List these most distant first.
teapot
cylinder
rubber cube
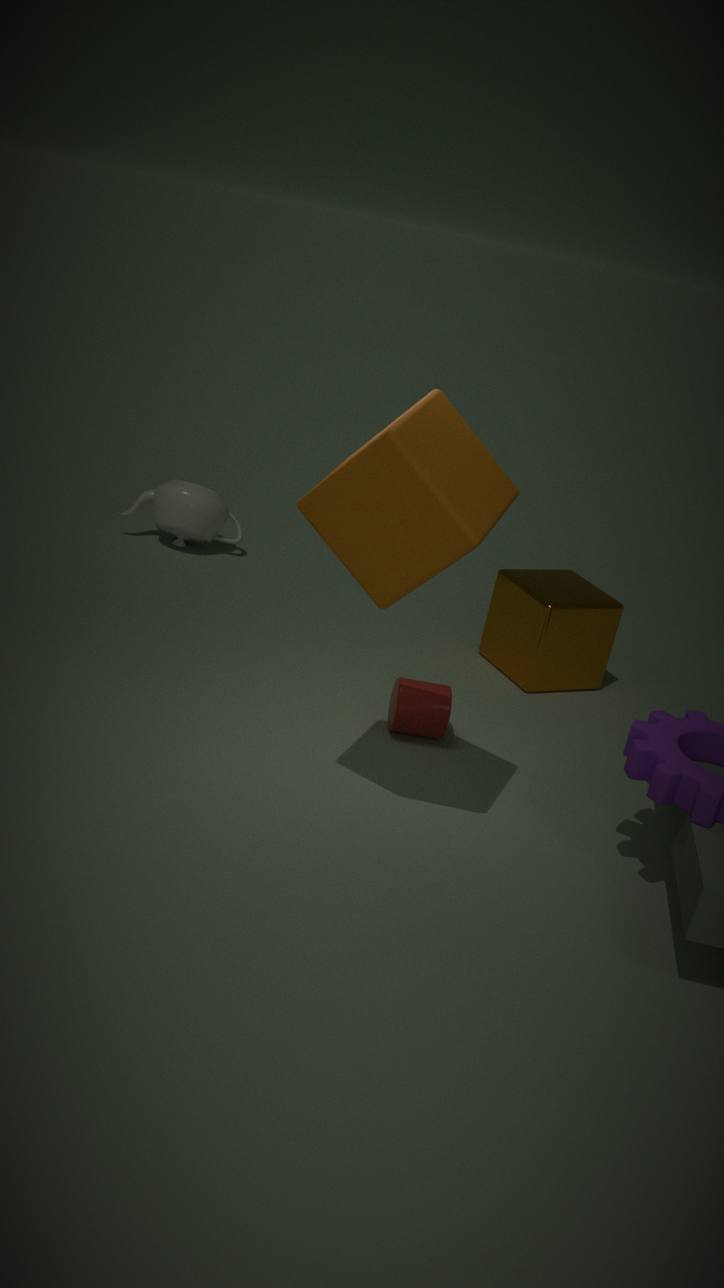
teapot < cylinder < rubber cube
